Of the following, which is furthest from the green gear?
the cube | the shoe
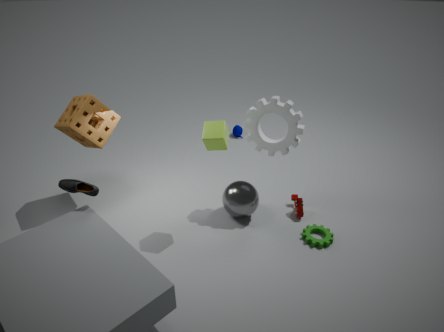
the shoe
